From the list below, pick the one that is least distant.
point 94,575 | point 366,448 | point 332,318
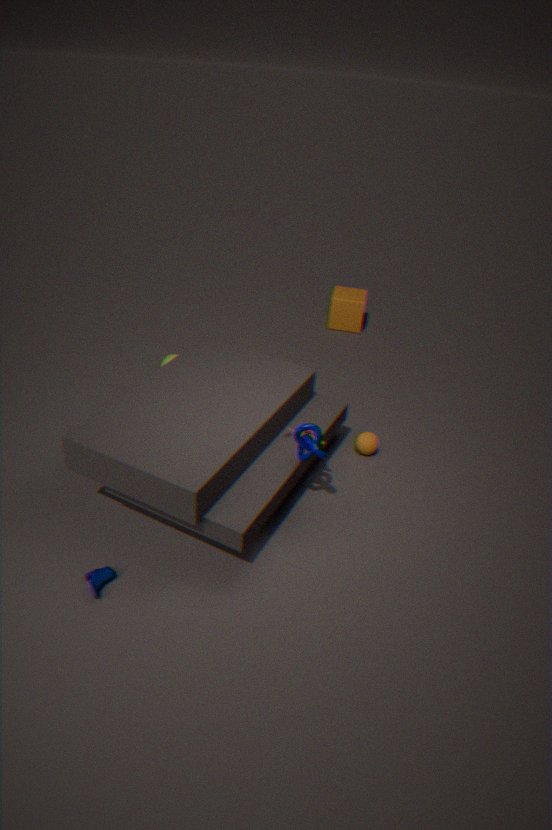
point 94,575
